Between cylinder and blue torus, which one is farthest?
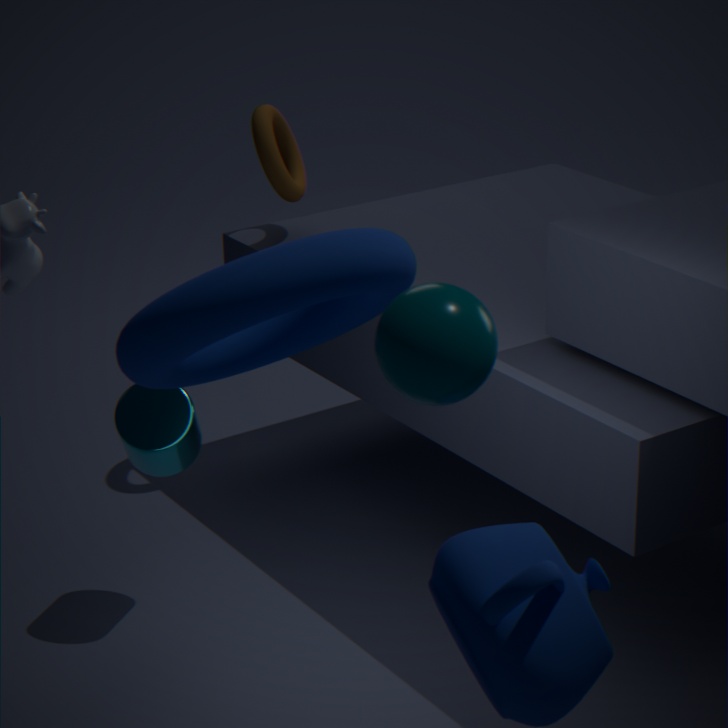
cylinder
